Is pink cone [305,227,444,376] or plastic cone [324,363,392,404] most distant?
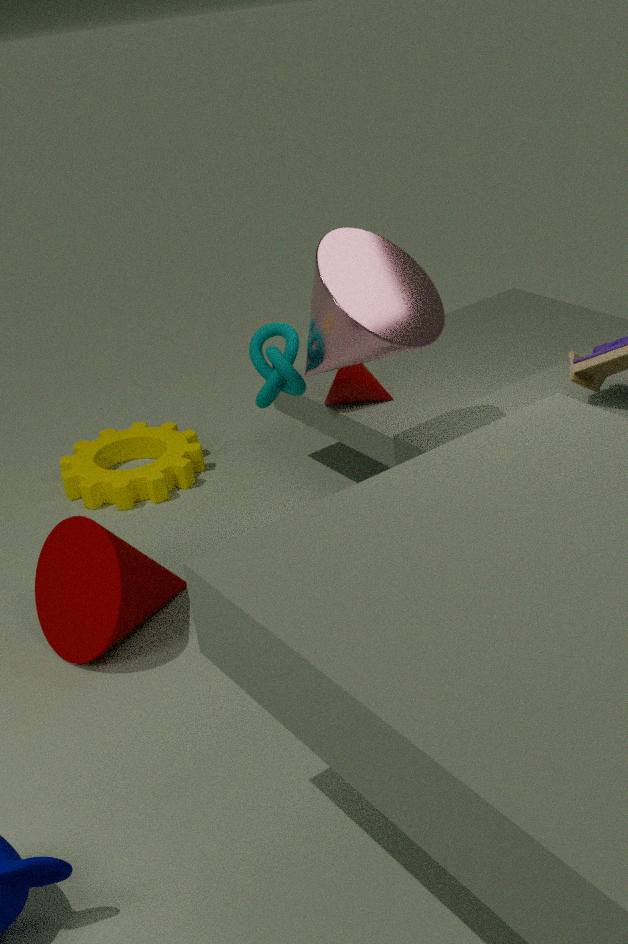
plastic cone [324,363,392,404]
